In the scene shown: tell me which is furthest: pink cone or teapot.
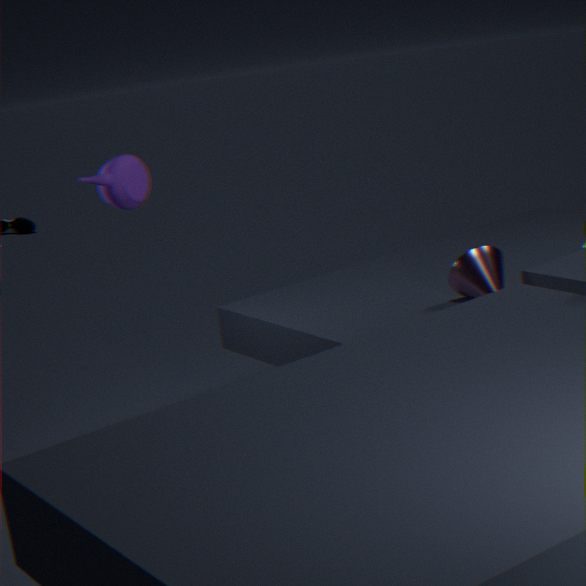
pink cone
